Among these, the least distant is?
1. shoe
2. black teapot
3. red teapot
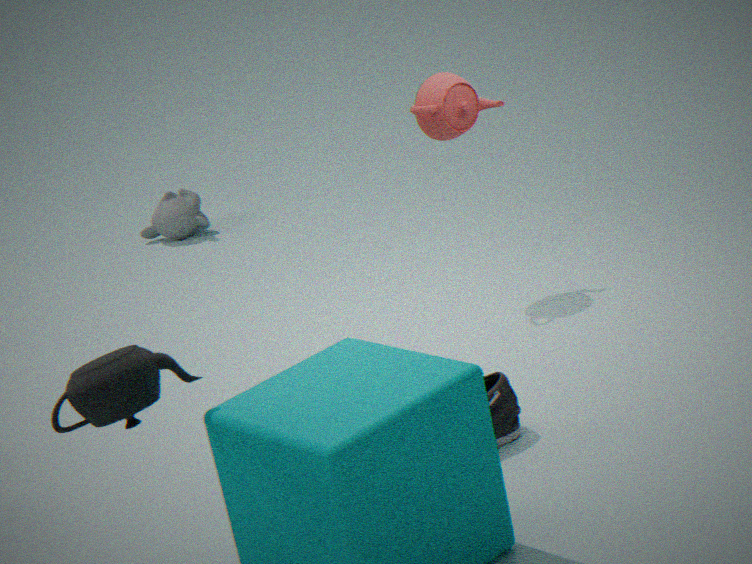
black teapot
